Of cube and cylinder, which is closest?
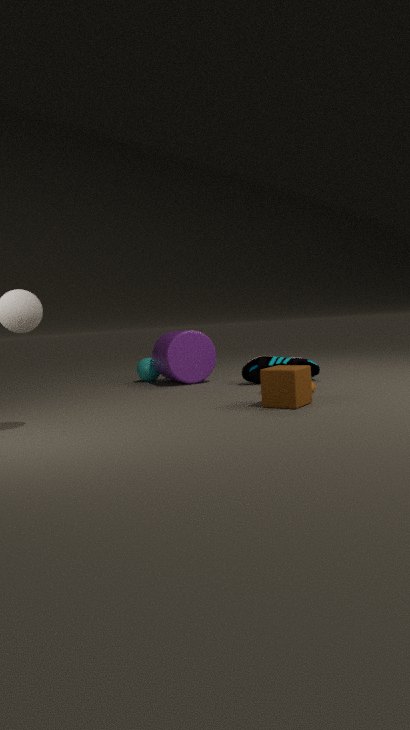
cube
